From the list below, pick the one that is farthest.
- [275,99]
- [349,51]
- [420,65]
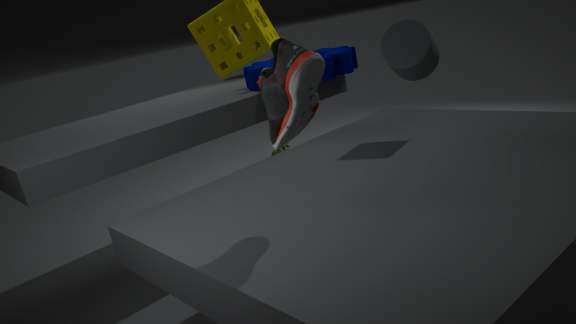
[349,51]
